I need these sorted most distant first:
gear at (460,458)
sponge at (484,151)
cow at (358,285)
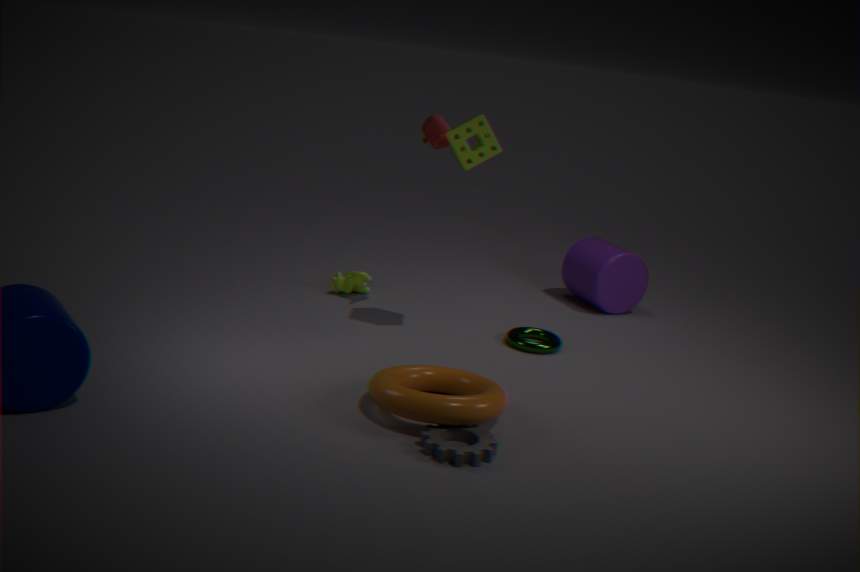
cow at (358,285), sponge at (484,151), gear at (460,458)
